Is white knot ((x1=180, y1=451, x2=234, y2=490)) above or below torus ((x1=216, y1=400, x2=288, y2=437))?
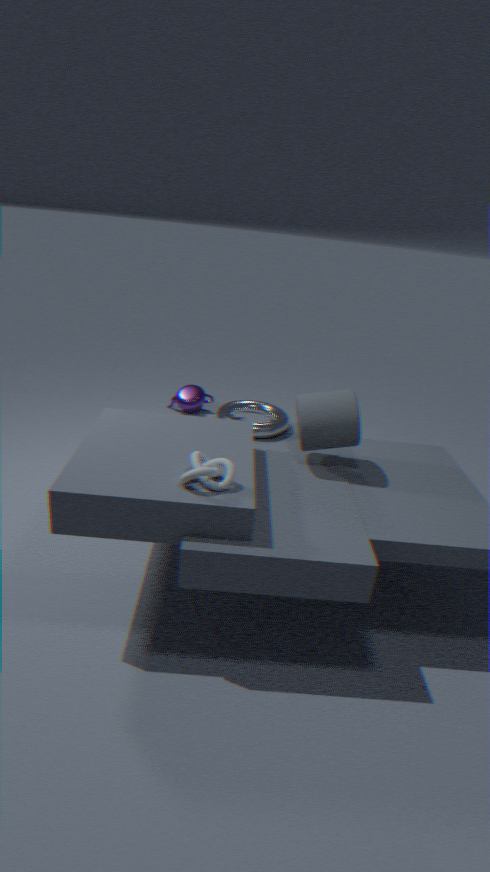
above
